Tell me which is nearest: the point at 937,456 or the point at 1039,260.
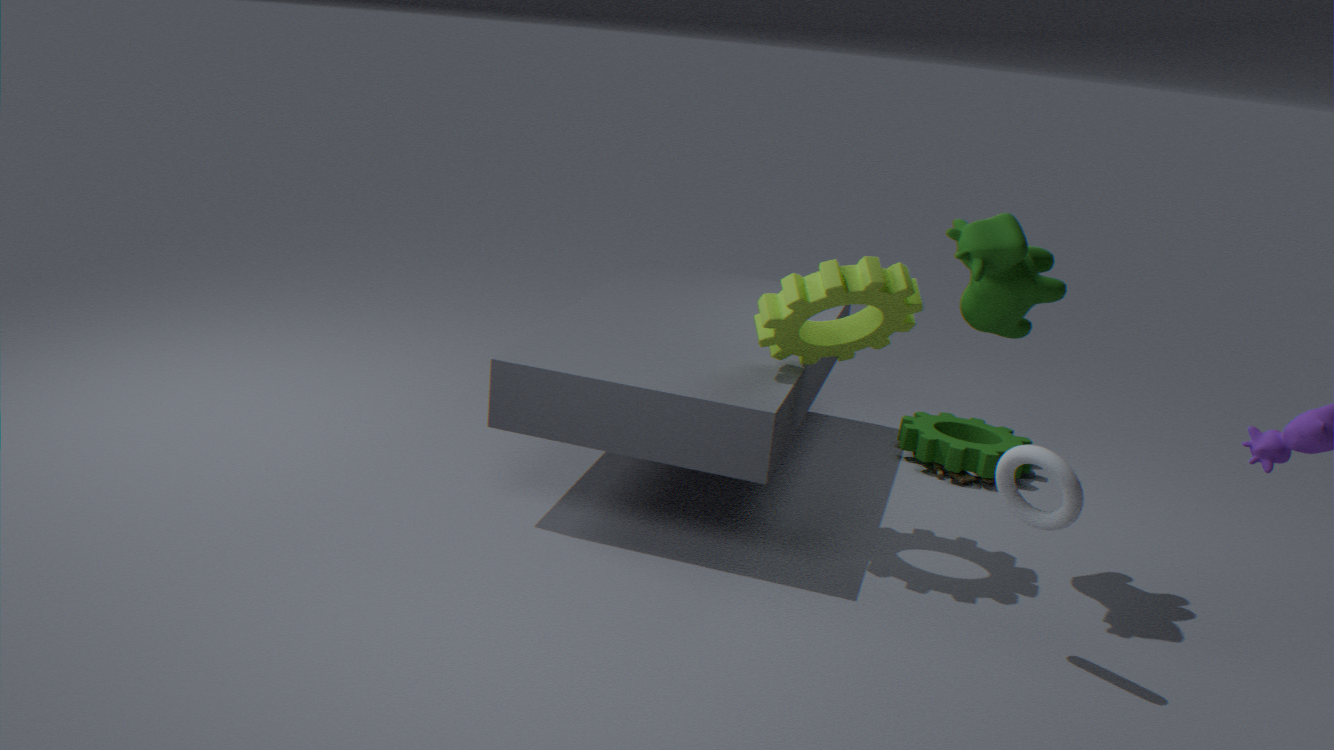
the point at 1039,260
